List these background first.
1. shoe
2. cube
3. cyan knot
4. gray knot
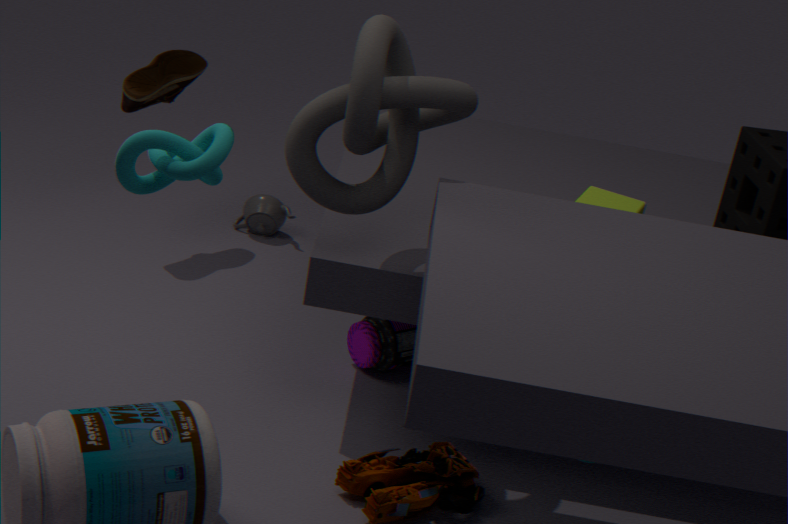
1. shoe
2. cube
3. gray knot
4. cyan knot
